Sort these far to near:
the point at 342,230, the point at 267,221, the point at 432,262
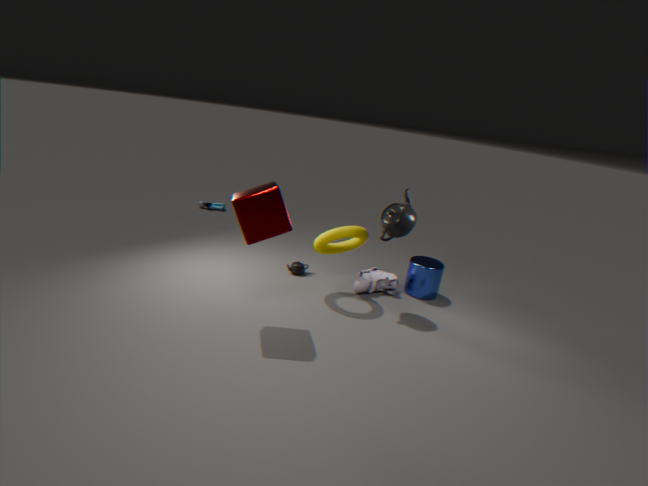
the point at 432,262
the point at 342,230
the point at 267,221
